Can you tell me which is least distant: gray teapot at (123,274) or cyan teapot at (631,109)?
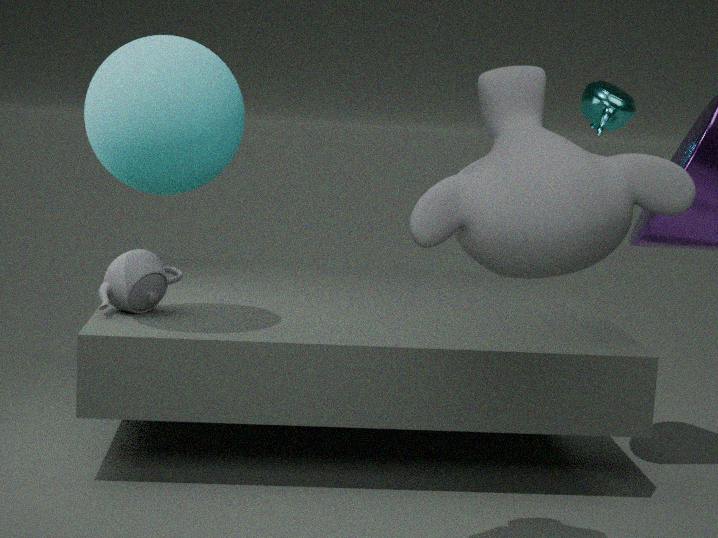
gray teapot at (123,274)
